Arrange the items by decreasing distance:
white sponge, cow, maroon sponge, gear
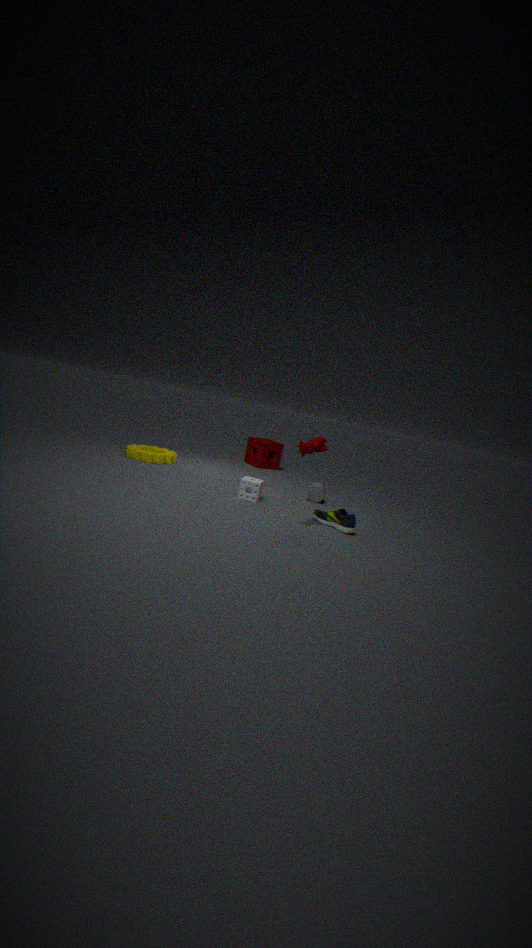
1. maroon sponge
2. gear
3. white sponge
4. cow
